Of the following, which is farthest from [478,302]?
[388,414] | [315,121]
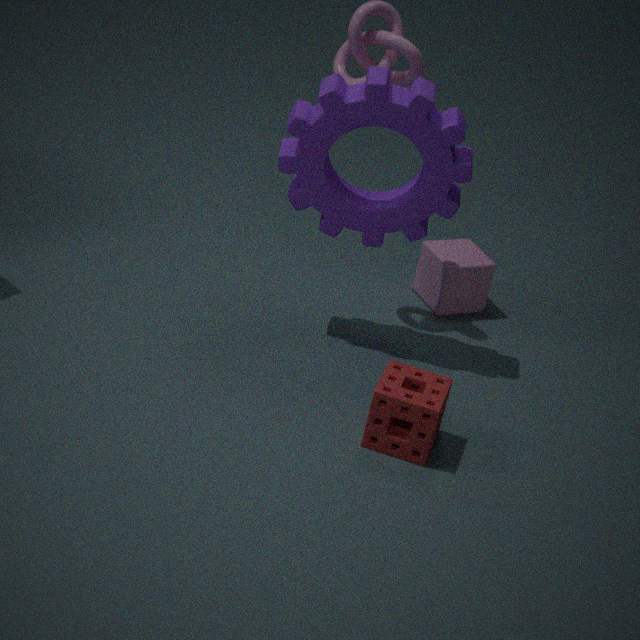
[388,414]
